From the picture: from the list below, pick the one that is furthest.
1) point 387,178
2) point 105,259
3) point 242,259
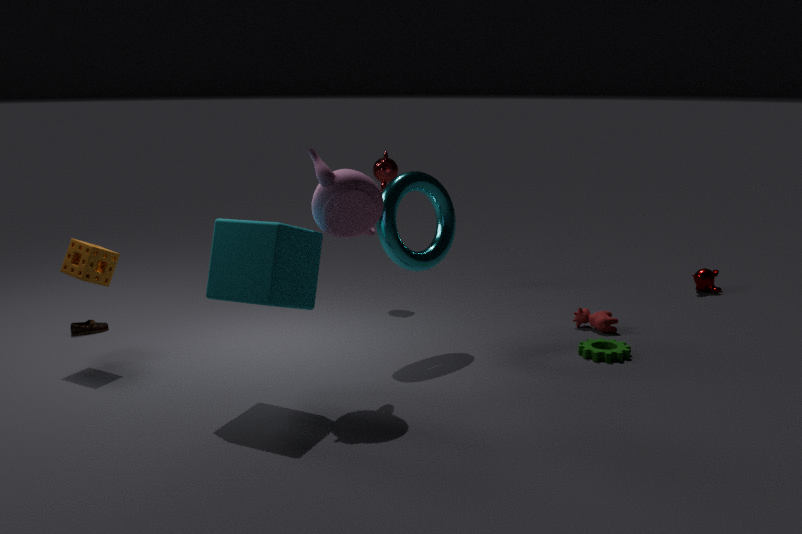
1. point 387,178
